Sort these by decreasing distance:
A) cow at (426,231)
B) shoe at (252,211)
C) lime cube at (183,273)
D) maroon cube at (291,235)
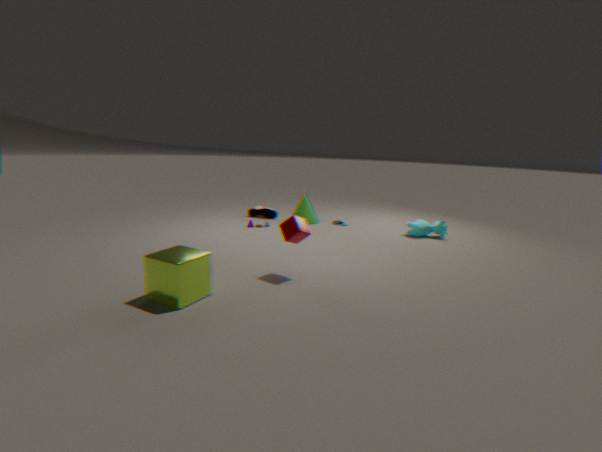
shoe at (252,211)
cow at (426,231)
maroon cube at (291,235)
lime cube at (183,273)
